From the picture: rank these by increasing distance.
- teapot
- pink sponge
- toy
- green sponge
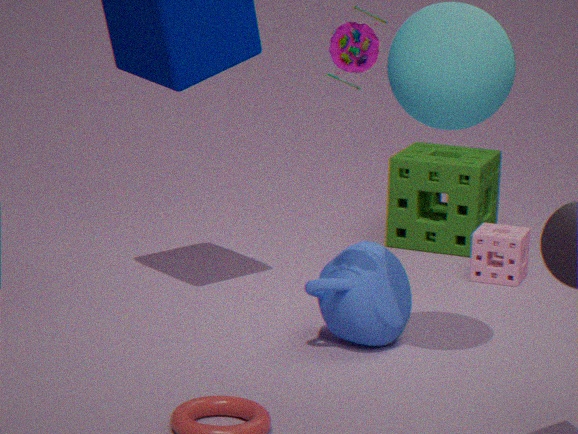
toy → teapot → pink sponge → green sponge
